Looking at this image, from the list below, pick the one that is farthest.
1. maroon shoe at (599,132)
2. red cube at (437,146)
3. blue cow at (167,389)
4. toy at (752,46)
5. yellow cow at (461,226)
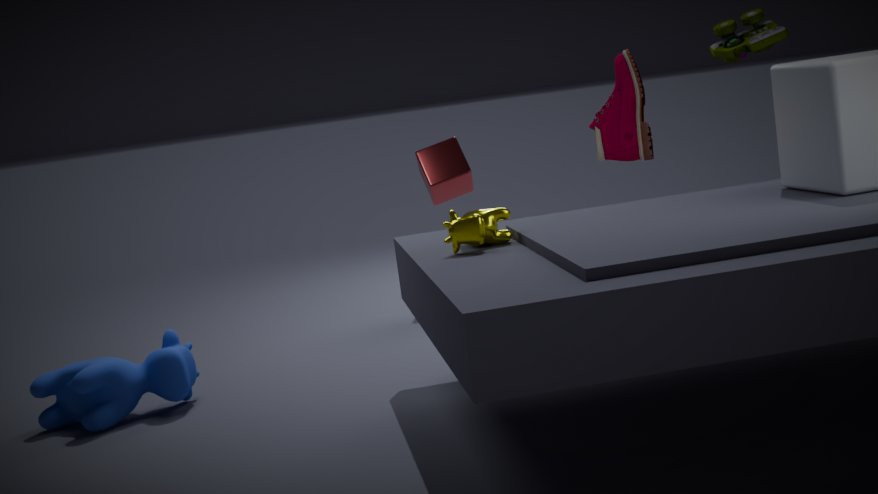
red cube at (437,146)
